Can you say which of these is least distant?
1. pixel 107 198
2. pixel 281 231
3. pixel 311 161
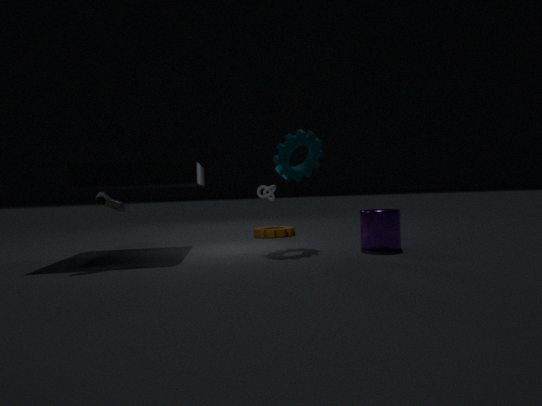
pixel 107 198
